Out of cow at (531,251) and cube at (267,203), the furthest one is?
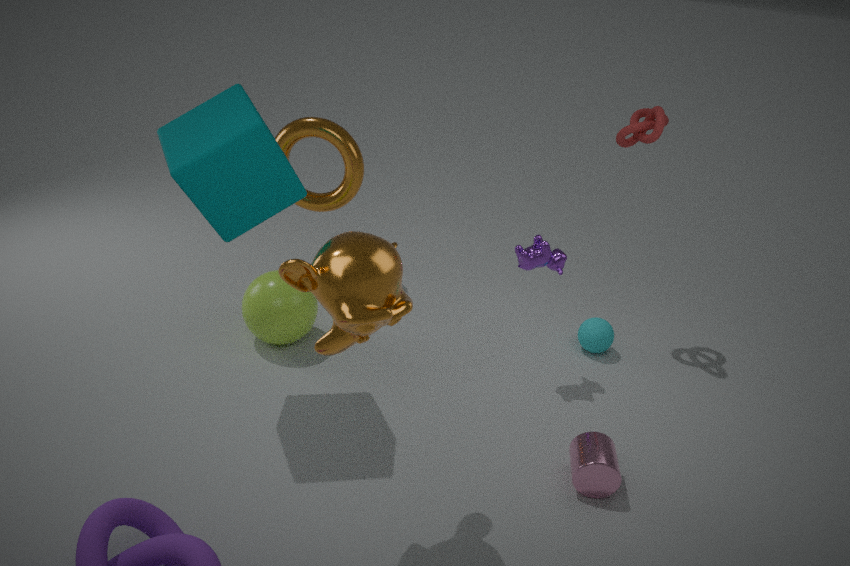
cow at (531,251)
